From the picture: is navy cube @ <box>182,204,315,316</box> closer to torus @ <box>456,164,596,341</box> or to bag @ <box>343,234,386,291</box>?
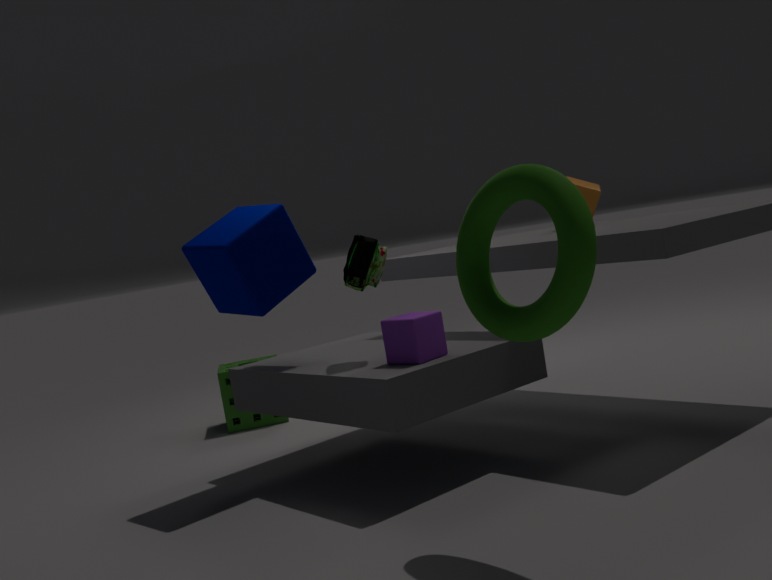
bag @ <box>343,234,386,291</box>
